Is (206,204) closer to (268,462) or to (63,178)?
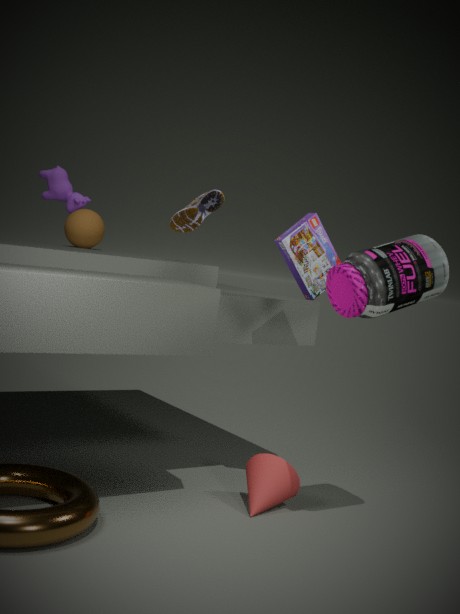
(63,178)
